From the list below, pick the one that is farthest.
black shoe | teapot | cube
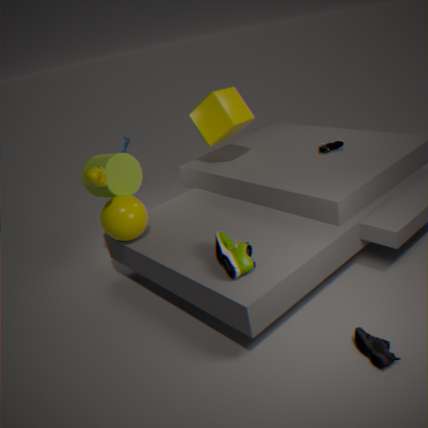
cube
